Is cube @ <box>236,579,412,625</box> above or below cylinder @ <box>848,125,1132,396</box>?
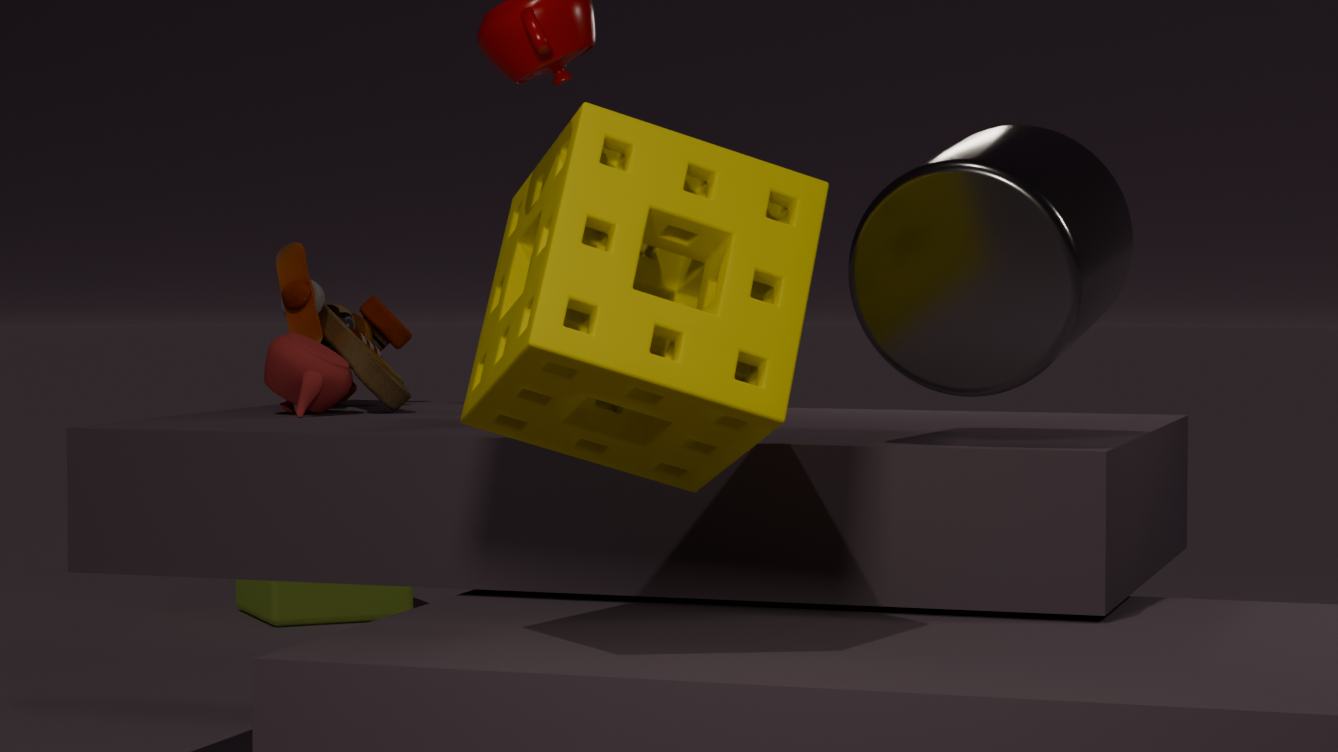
below
